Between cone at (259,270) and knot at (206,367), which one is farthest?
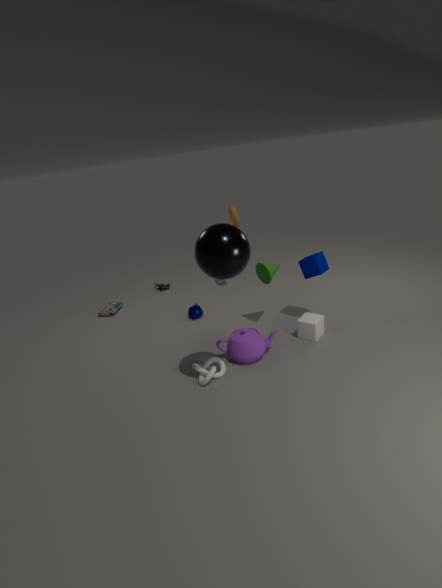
cone at (259,270)
